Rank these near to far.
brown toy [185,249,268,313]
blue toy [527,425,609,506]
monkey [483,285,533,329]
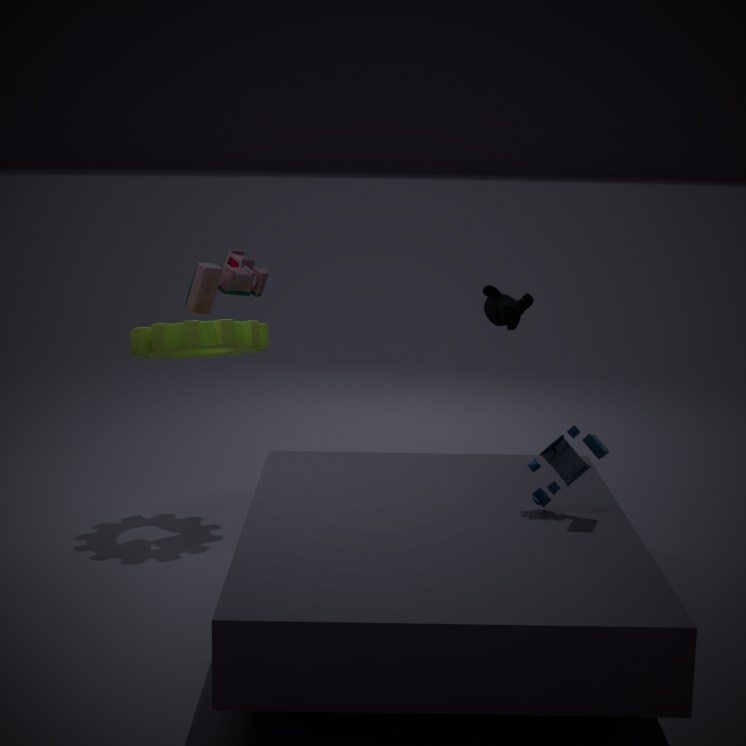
blue toy [527,425,609,506], brown toy [185,249,268,313], monkey [483,285,533,329]
